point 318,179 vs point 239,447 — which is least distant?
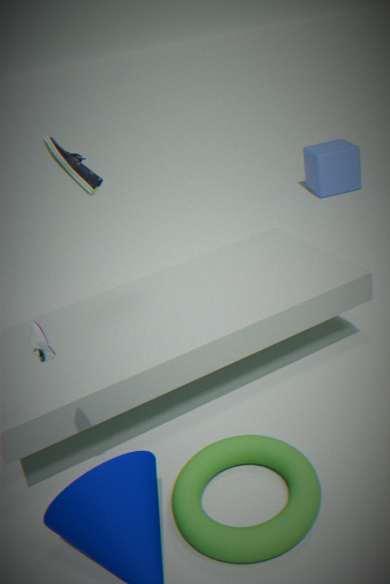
point 239,447
